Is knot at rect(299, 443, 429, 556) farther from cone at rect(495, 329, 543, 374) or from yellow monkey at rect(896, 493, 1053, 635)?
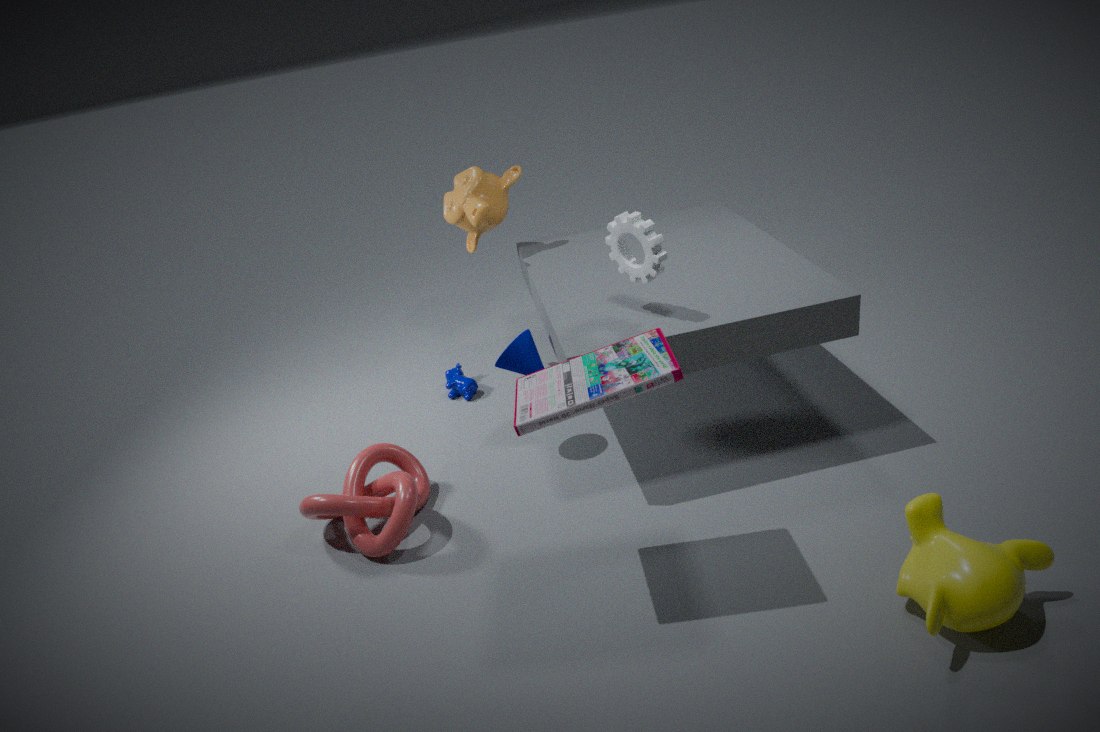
yellow monkey at rect(896, 493, 1053, 635)
